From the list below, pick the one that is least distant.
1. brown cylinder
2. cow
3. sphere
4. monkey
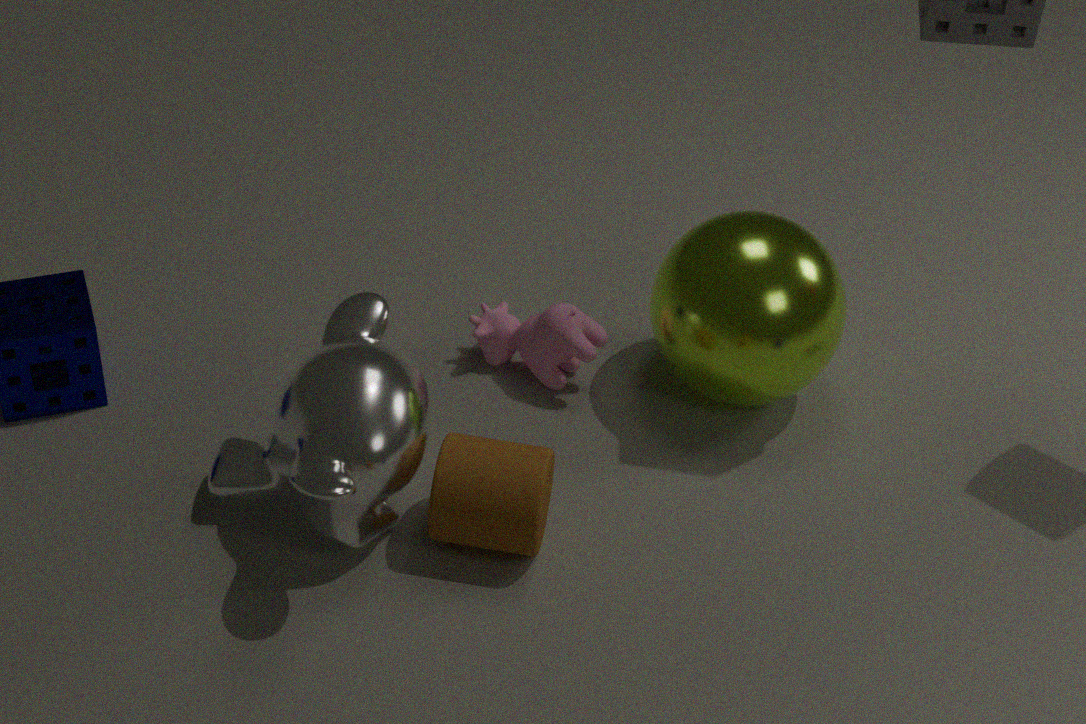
monkey
